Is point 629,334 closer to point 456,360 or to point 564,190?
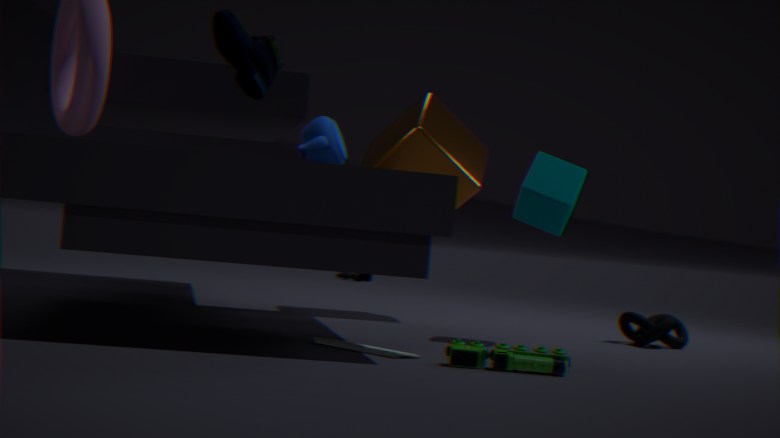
point 564,190
